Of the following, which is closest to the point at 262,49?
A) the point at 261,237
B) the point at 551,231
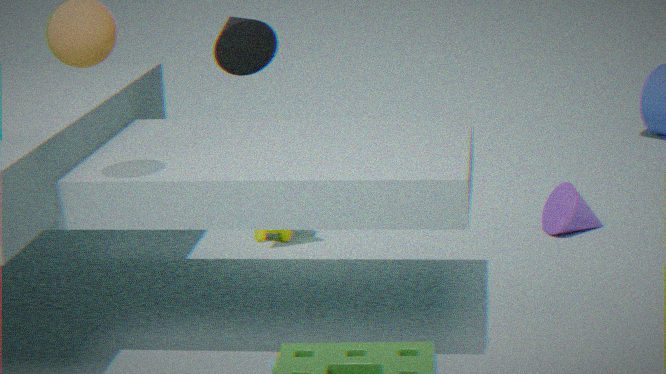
the point at 261,237
